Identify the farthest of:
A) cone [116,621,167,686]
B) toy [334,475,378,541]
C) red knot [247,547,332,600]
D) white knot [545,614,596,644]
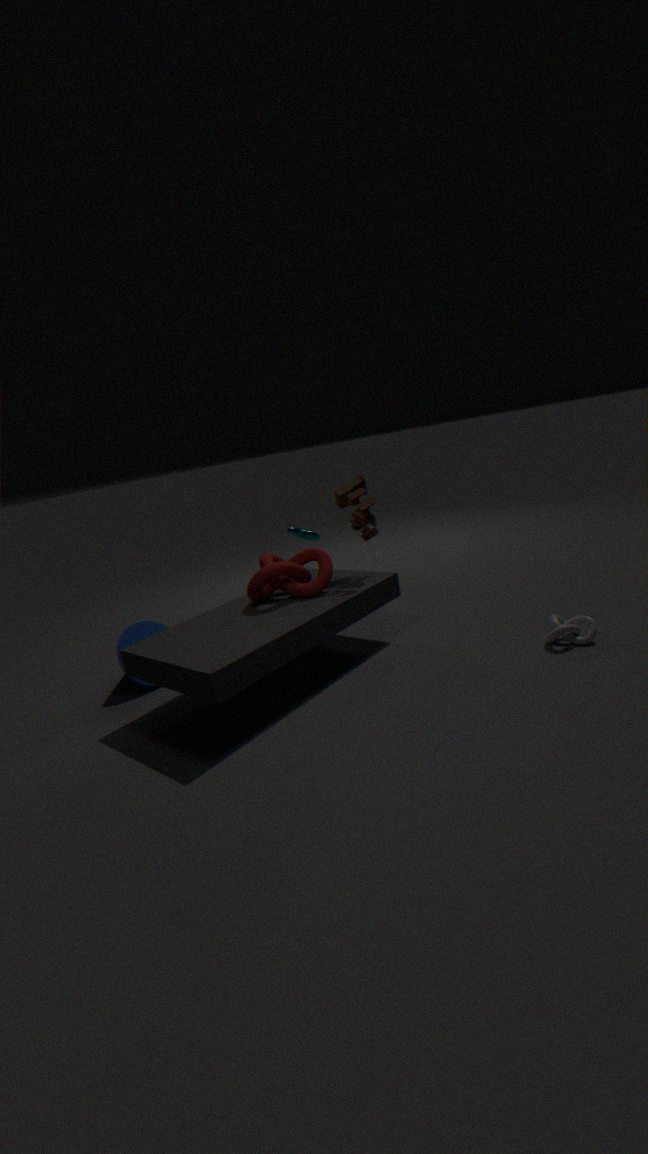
cone [116,621,167,686]
